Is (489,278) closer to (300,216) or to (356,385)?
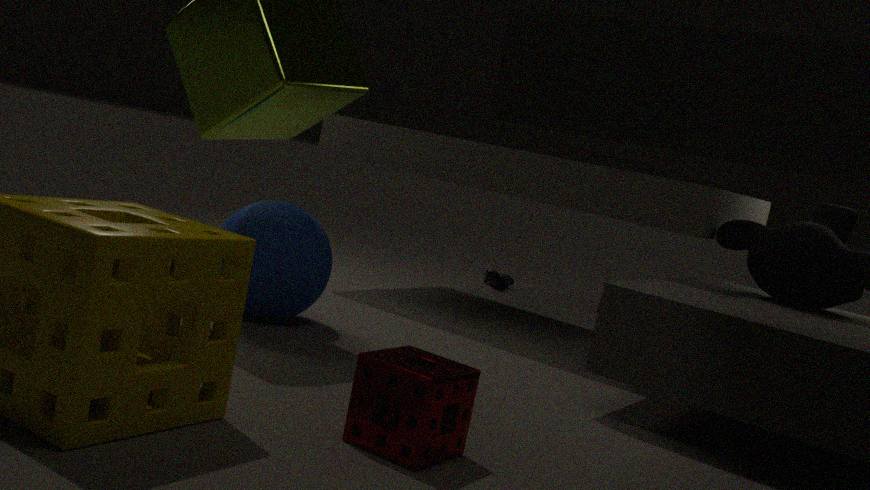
(300,216)
